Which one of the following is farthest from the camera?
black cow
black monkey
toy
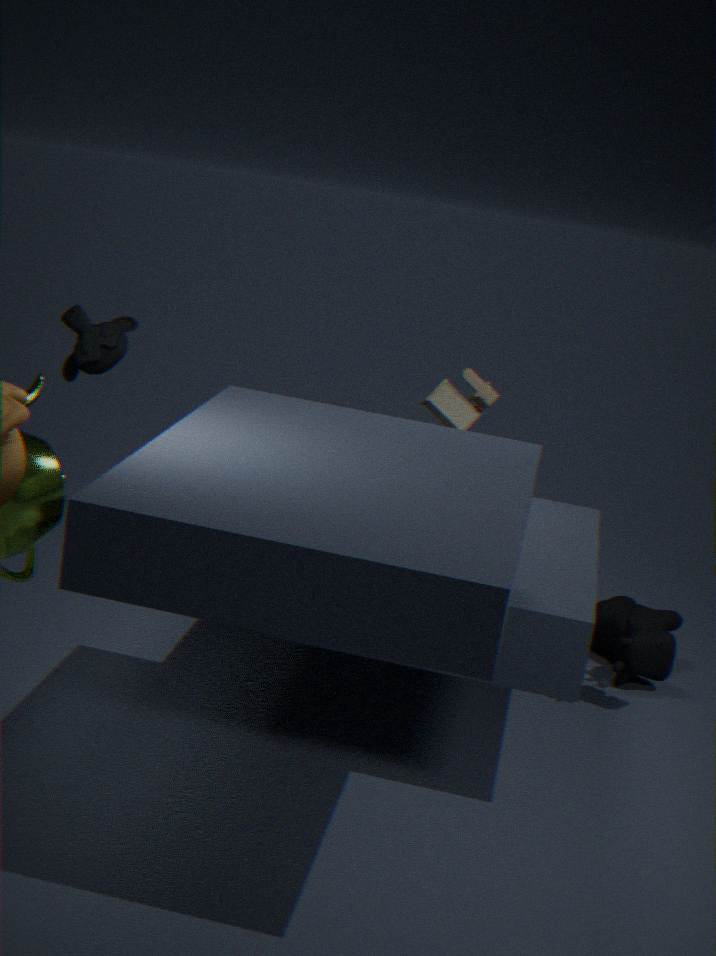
black cow
